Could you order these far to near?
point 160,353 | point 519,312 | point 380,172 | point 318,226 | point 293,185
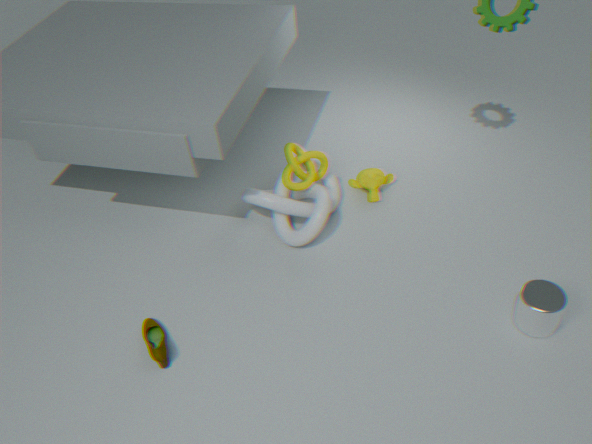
1. point 380,172
2. point 293,185
3. point 318,226
4. point 519,312
5. point 160,353
